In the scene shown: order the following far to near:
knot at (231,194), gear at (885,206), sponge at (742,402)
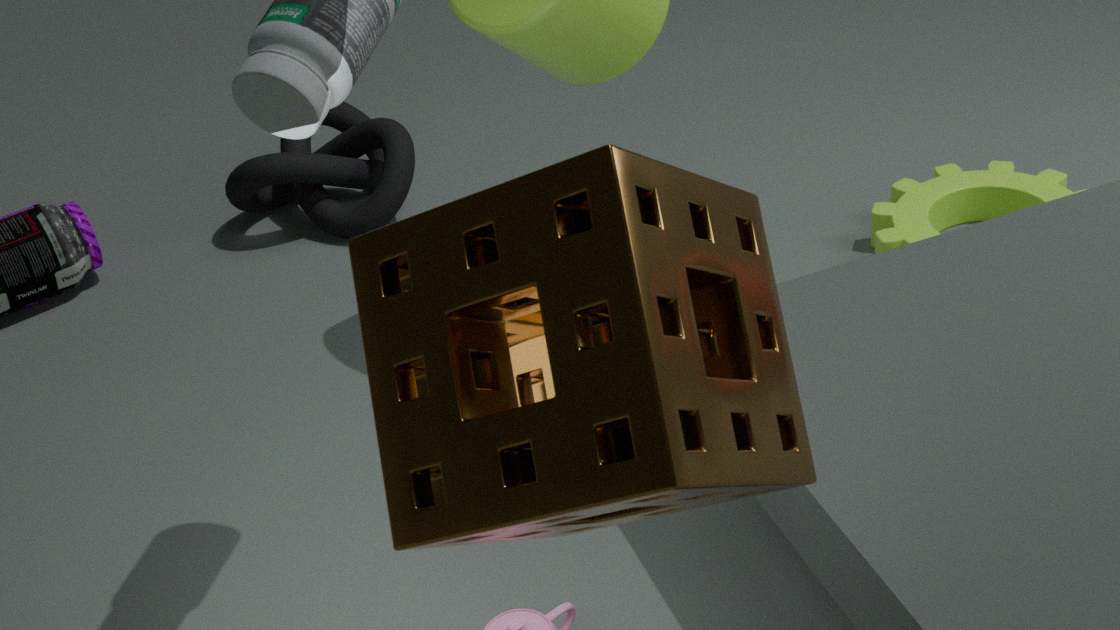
knot at (231,194)
gear at (885,206)
sponge at (742,402)
